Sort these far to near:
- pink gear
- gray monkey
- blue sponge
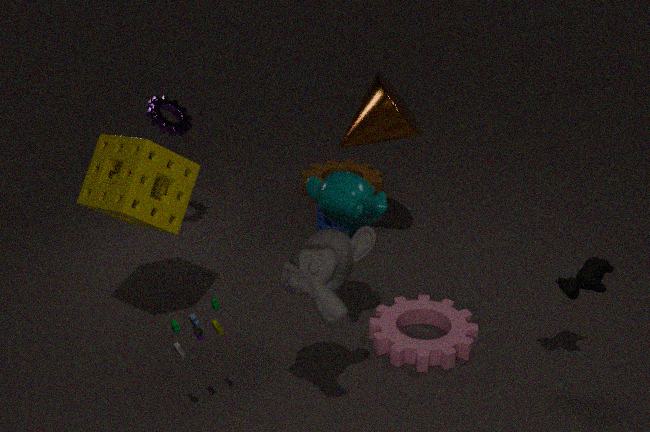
1. blue sponge
2. pink gear
3. gray monkey
